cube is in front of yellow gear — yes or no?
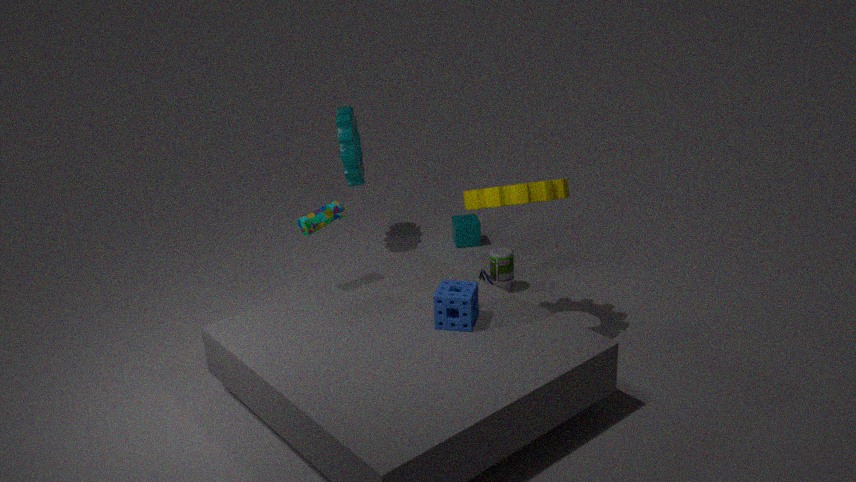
No
